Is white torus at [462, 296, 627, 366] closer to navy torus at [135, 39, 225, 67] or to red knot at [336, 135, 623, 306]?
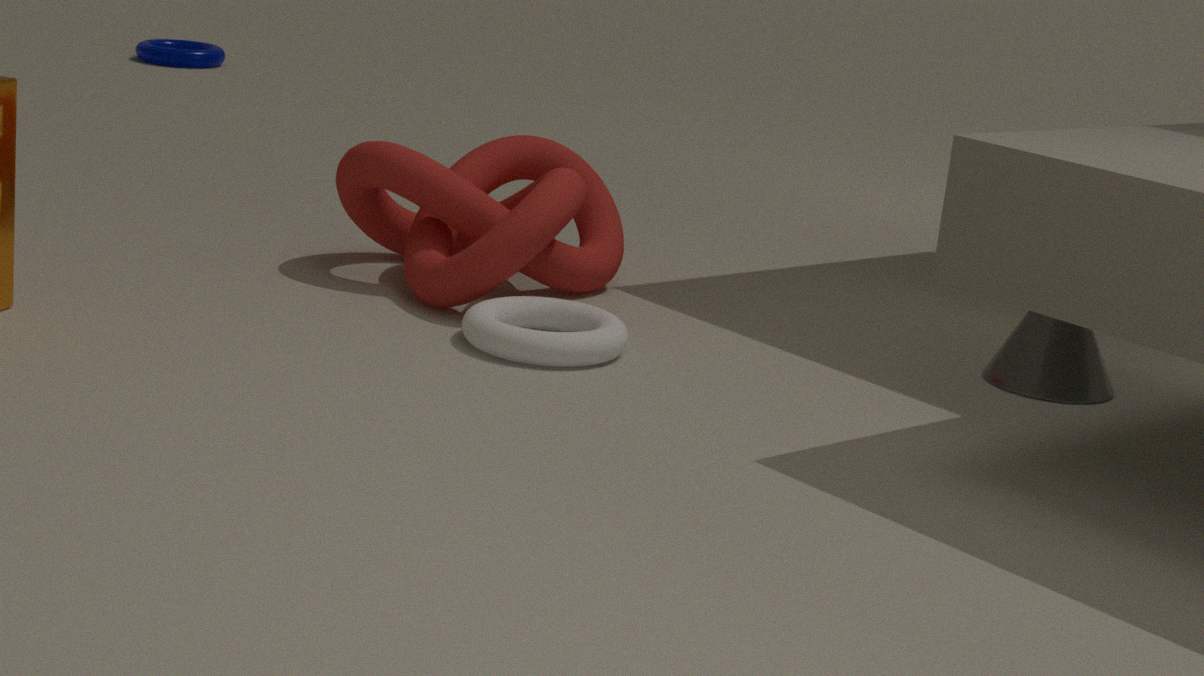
red knot at [336, 135, 623, 306]
